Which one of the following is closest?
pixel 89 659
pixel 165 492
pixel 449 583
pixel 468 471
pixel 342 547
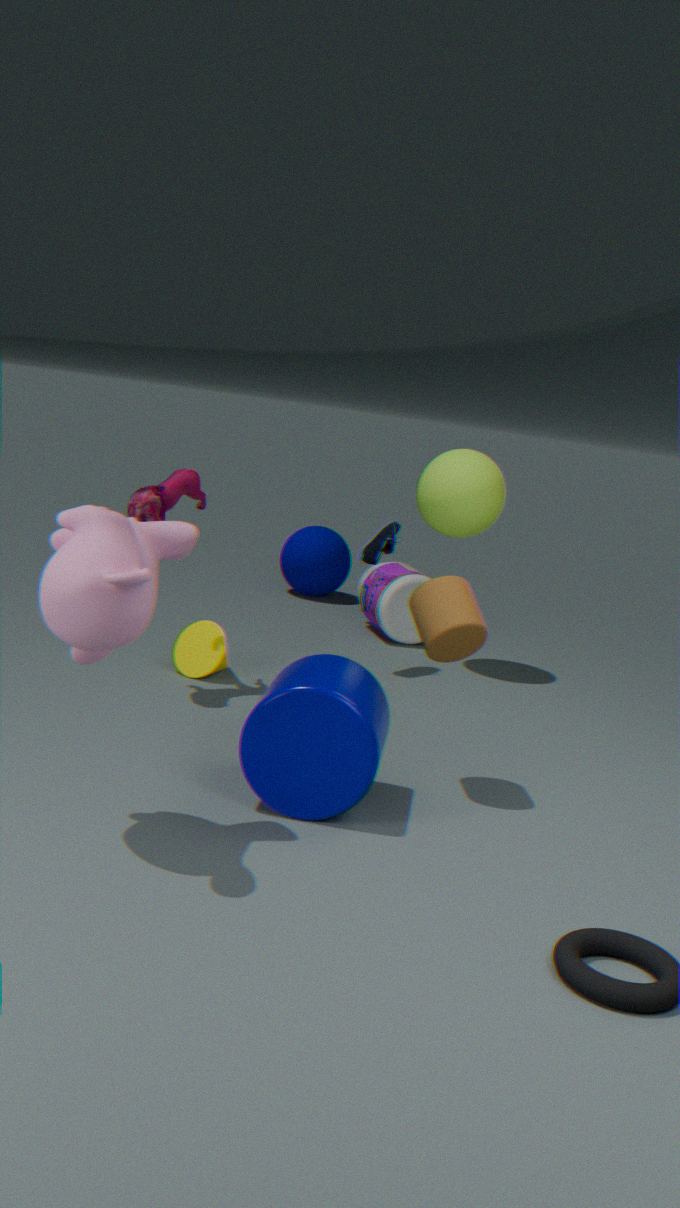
pixel 89 659
